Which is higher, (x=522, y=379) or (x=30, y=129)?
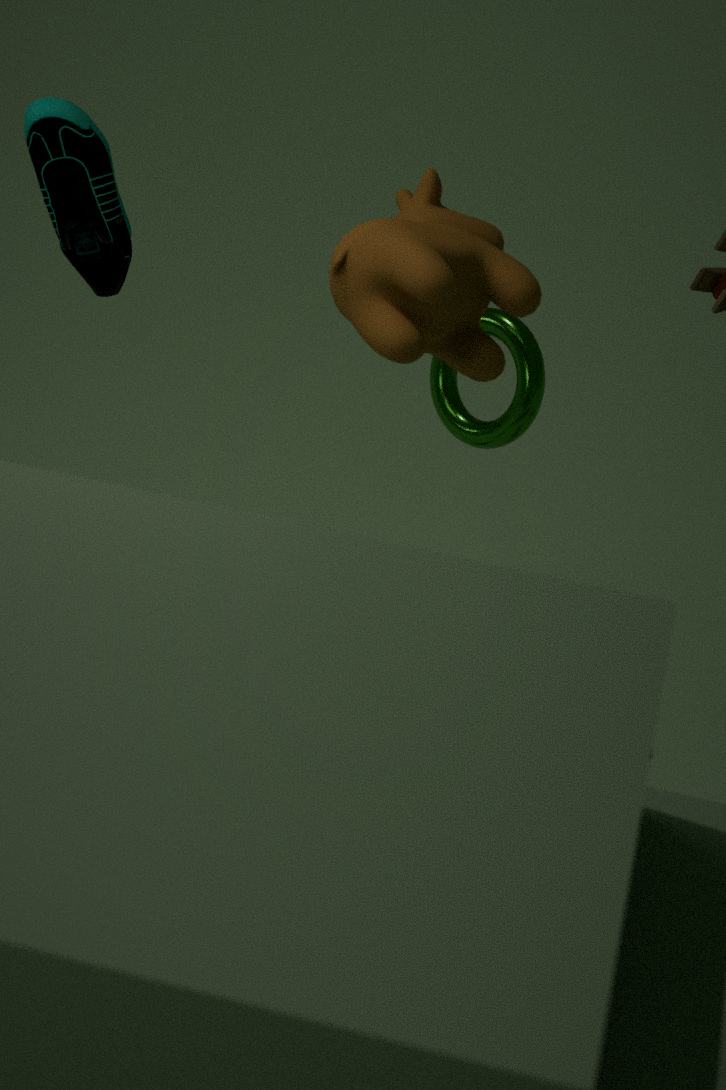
(x=30, y=129)
